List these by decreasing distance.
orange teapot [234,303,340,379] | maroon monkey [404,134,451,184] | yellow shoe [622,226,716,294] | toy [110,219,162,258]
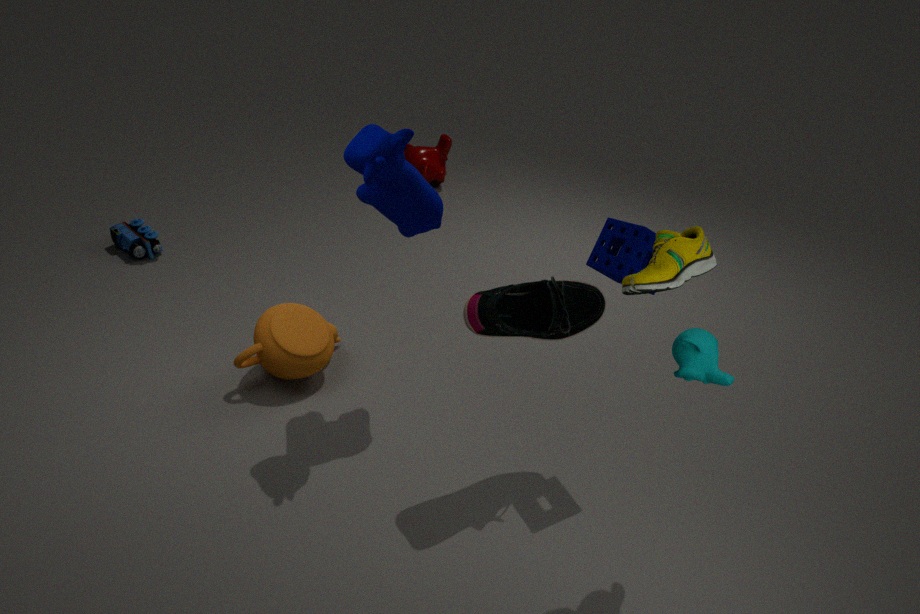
maroon monkey [404,134,451,184], toy [110,219,162,258], orange teapot [234,303,340,379], yellow shoe [622,226,716,294]
